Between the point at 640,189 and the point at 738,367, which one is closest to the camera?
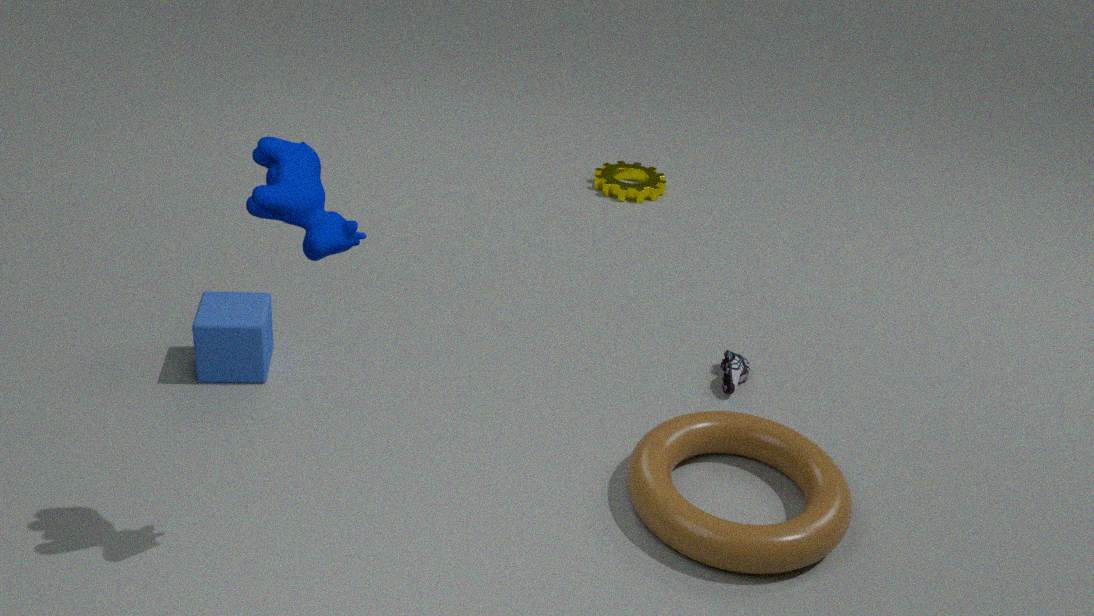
the point at 738,367
